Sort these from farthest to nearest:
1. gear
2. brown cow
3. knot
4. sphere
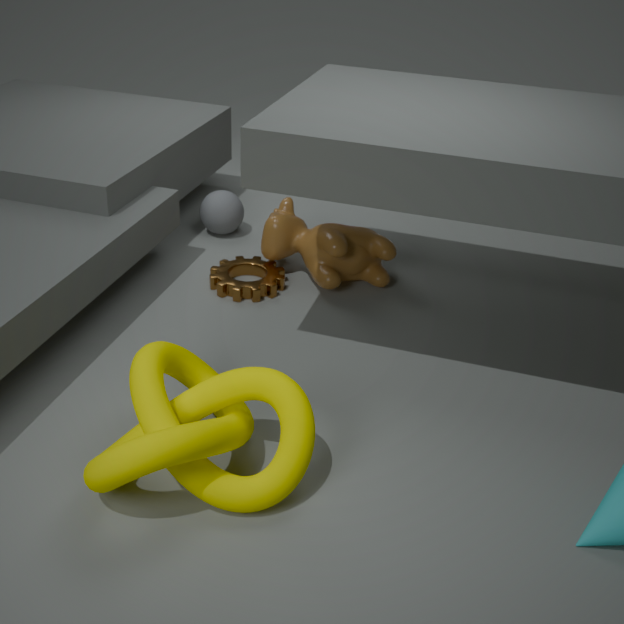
sphere < brown cow < gear < knot
